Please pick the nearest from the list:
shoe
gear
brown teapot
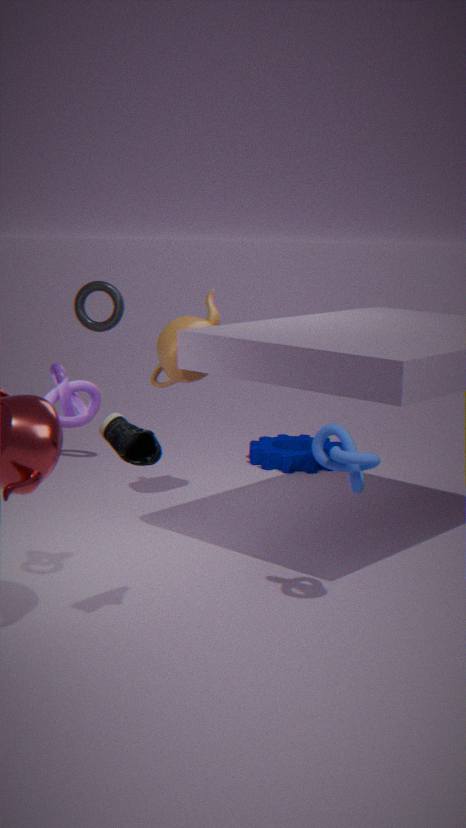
shoe
